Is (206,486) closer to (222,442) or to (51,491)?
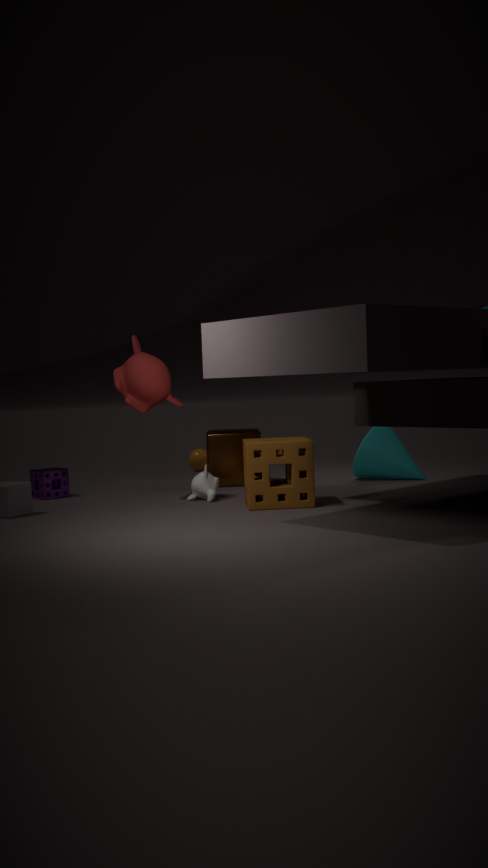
(222,442)
